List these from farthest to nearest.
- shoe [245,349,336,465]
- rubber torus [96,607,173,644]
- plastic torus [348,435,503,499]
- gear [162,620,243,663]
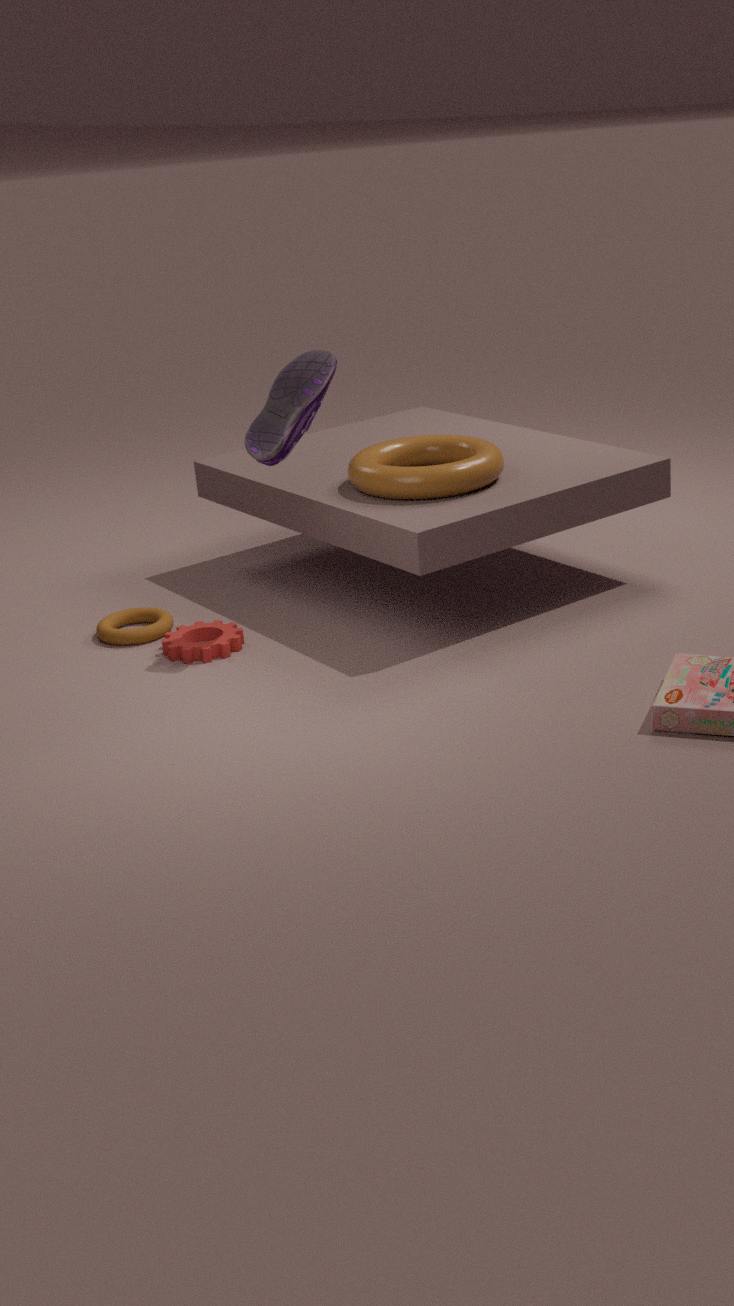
rubber torus [96,607,173,644] < gear [162,620,243,663] < plastic torus [348,435,503,499] < shoe [245,349,336,465]
